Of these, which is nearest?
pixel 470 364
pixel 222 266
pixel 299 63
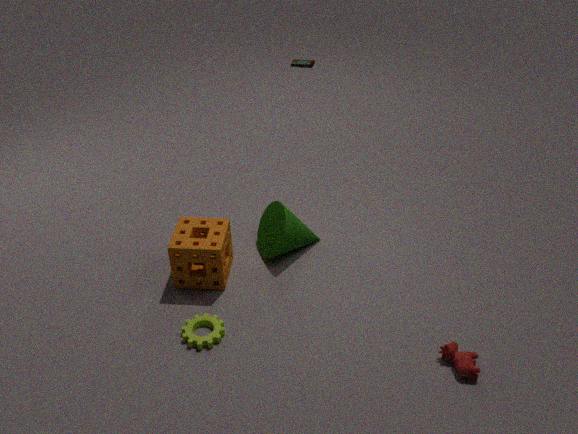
pixel 470 364
